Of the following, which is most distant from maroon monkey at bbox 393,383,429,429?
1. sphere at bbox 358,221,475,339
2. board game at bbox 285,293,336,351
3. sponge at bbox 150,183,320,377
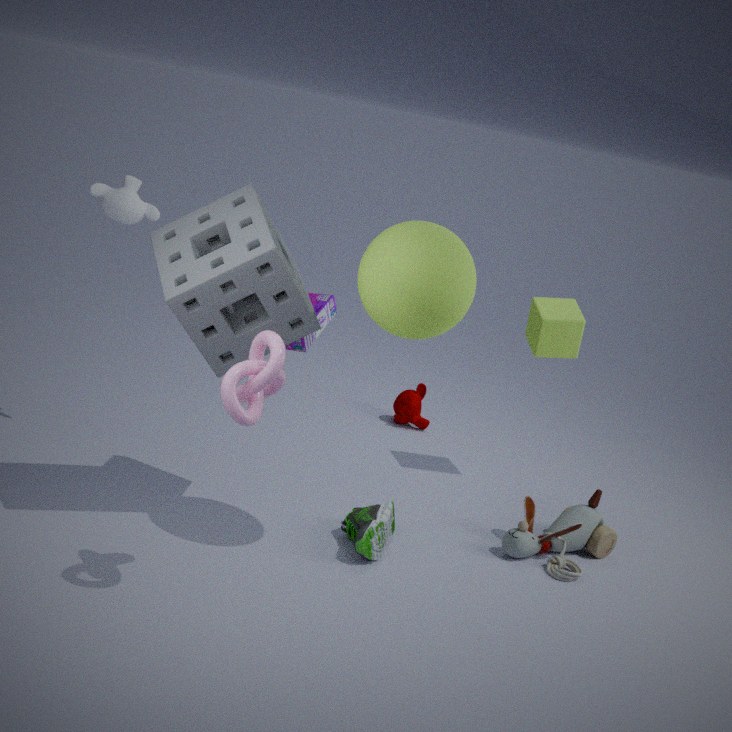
sphere at bbox 358,221,475,339
